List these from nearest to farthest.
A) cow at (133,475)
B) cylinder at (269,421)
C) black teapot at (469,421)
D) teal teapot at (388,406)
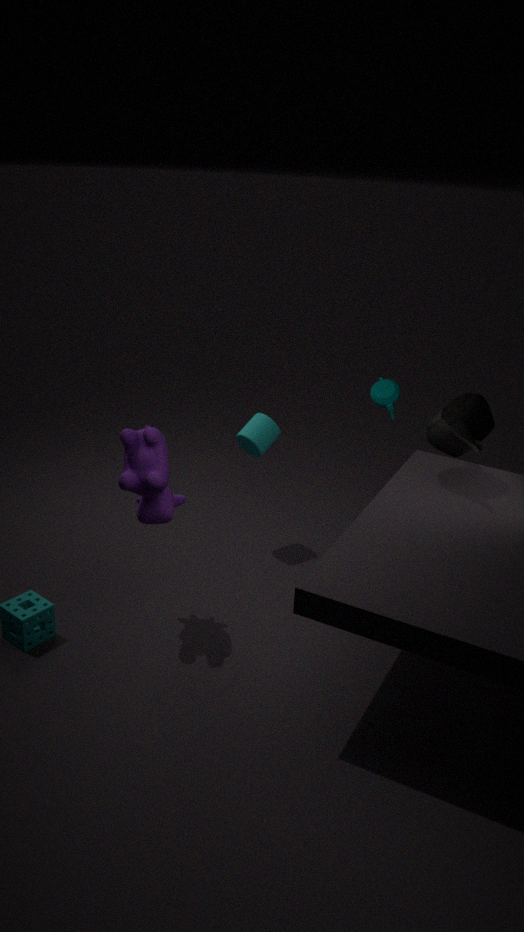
cow at (133,475) → black teapot at (469,421) → cylinder at (269,421) → teal teapot at (388,406)
